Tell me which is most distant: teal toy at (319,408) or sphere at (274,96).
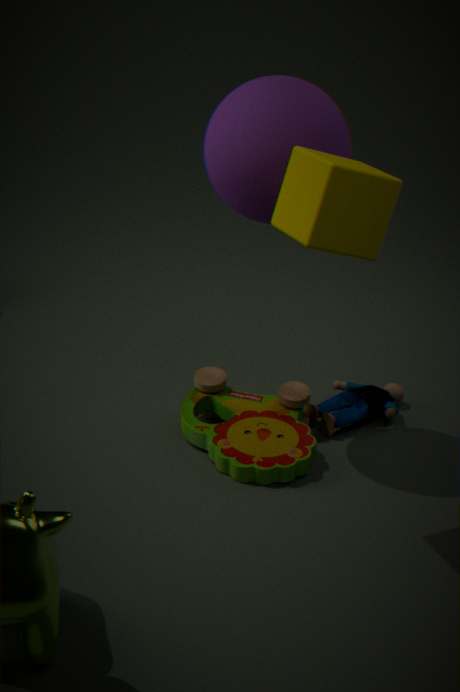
teal toy at (319,408)
